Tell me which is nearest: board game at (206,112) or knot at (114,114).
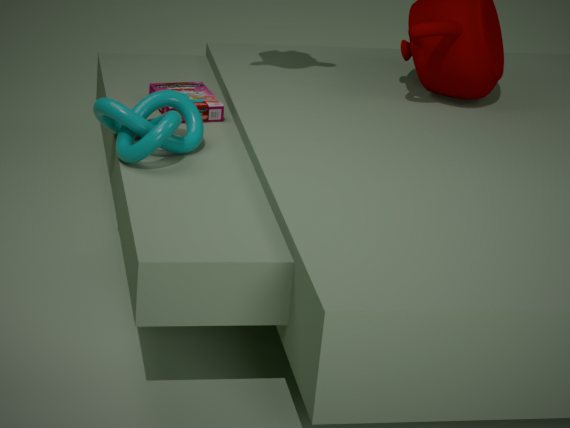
knot at (114,114)
